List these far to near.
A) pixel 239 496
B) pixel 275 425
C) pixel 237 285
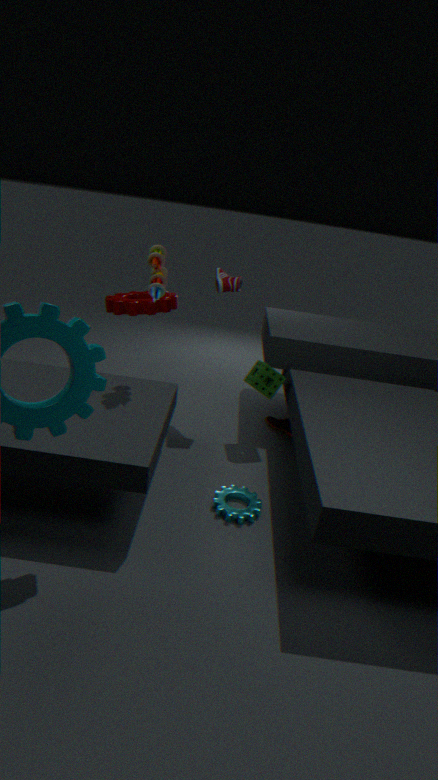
B. pixel 275 425 < C. pixel 237 285 < A. pixel 239 496
